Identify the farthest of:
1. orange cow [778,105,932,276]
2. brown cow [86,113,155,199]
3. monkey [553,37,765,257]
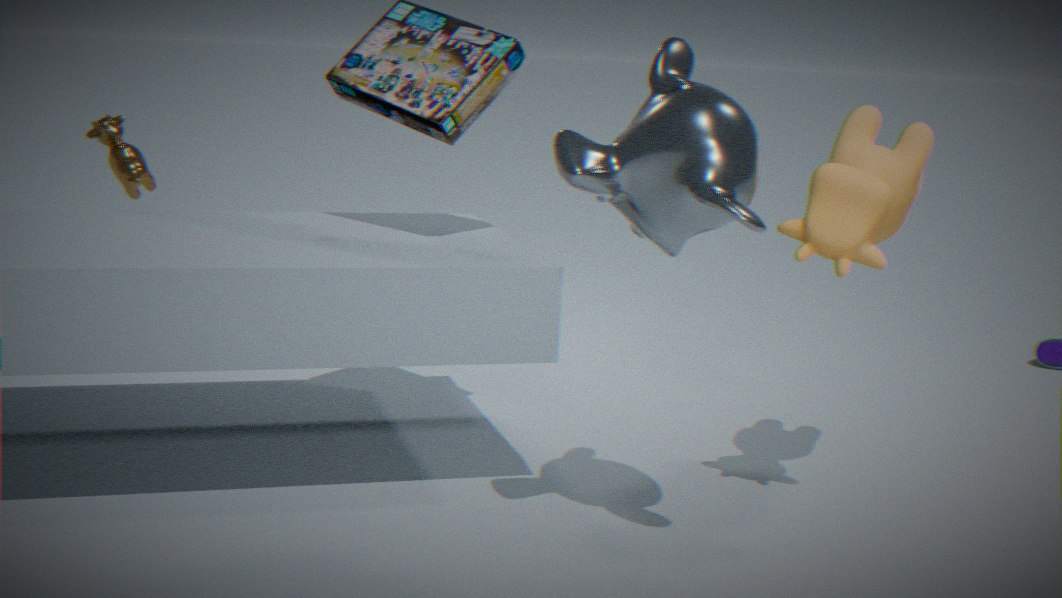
brown cow [86,113,155,199]
